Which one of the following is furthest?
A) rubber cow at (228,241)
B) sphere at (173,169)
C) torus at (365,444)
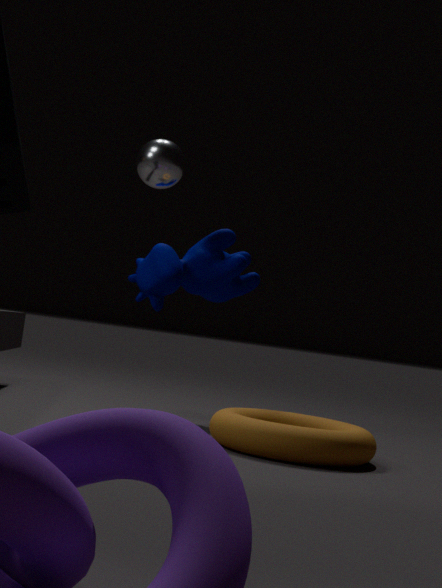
rubber cow at (228,241)
